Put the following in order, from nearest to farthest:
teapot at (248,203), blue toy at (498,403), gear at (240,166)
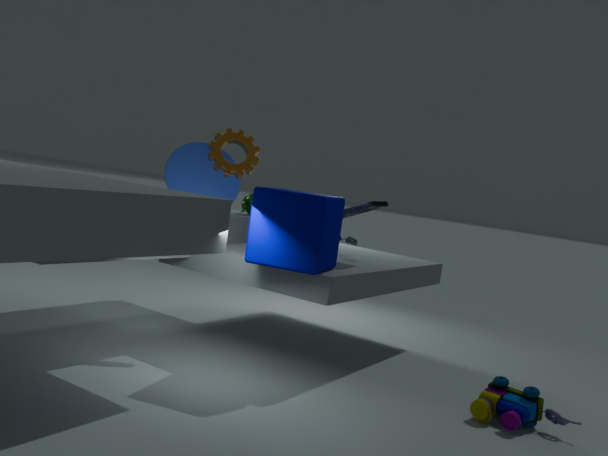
blue toy at (498,403), gear at (240,166), teapot at (248,203)
